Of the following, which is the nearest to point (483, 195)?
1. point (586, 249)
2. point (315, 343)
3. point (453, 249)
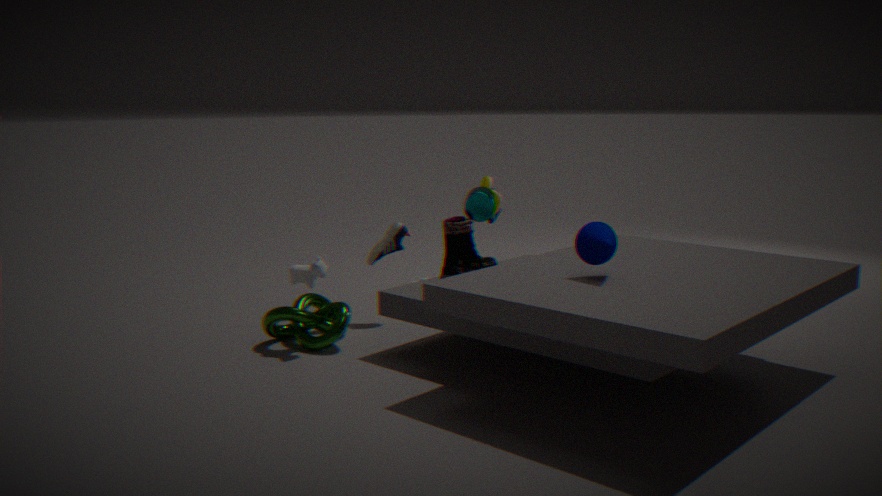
point (453, 249)
